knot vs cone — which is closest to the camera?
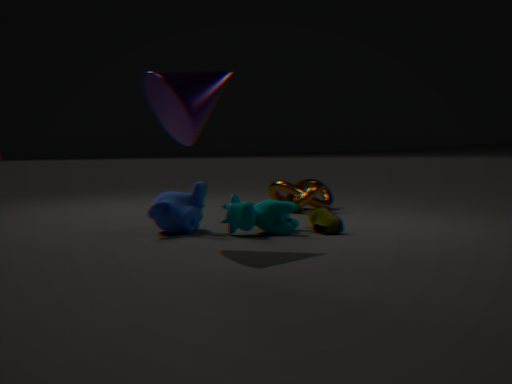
cone
